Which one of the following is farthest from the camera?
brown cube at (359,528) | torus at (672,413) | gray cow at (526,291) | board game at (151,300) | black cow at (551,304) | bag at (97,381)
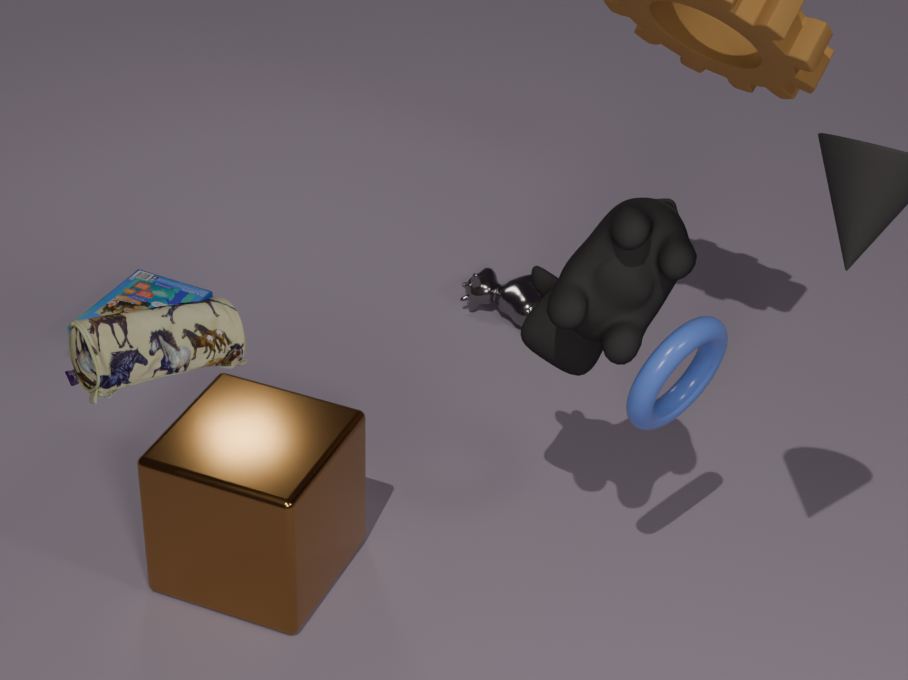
gray cow at (526,291)
